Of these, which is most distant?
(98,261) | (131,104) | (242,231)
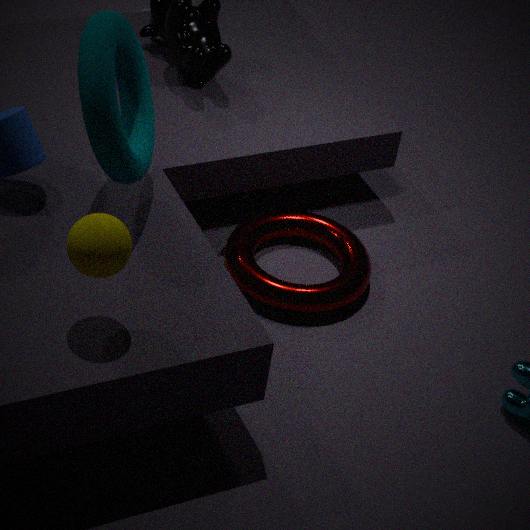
(242,231)
